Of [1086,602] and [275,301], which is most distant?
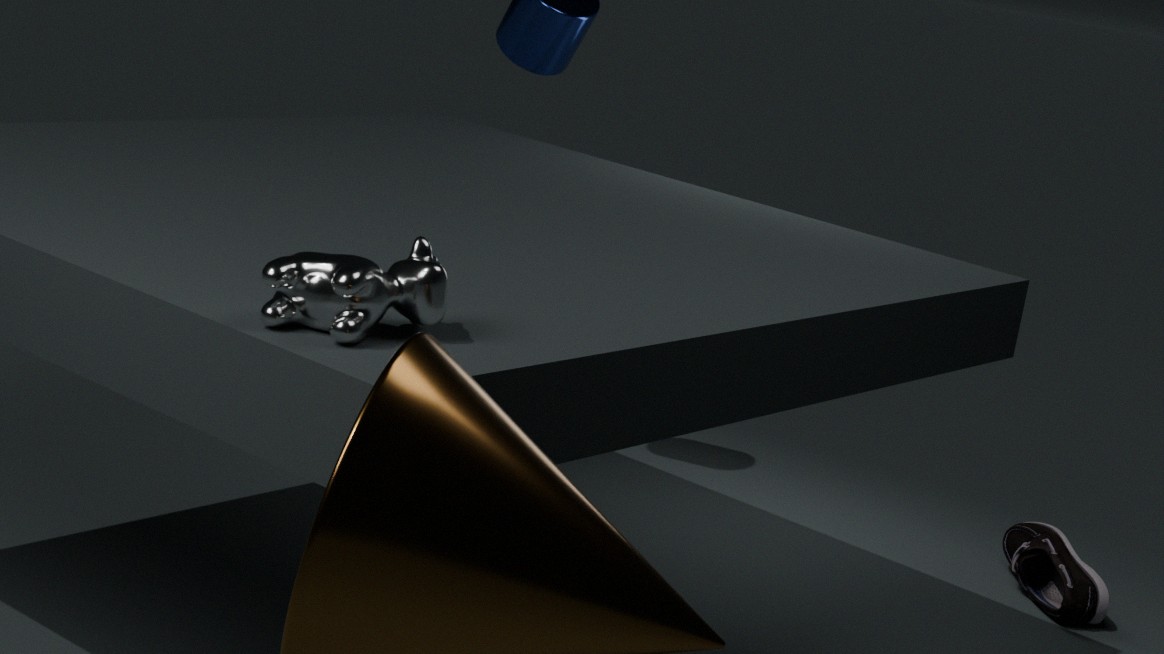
[1086,602]
